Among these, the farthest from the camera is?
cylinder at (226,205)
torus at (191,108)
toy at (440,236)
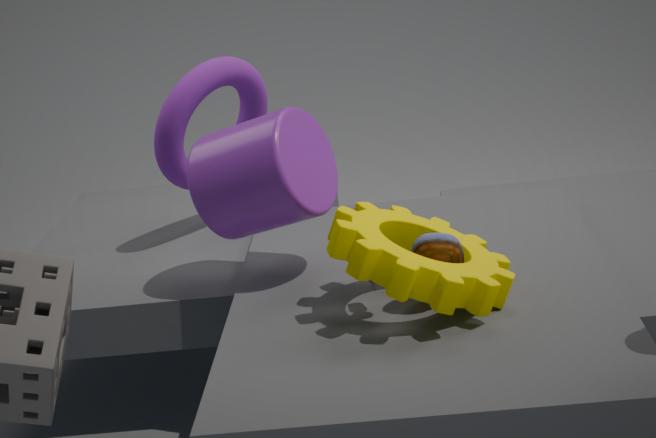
torus at (191,108)
